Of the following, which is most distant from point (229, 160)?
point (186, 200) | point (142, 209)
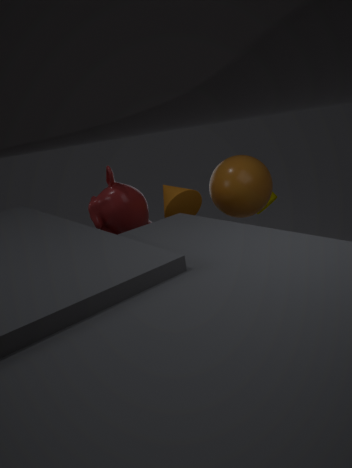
point (142, 209)
